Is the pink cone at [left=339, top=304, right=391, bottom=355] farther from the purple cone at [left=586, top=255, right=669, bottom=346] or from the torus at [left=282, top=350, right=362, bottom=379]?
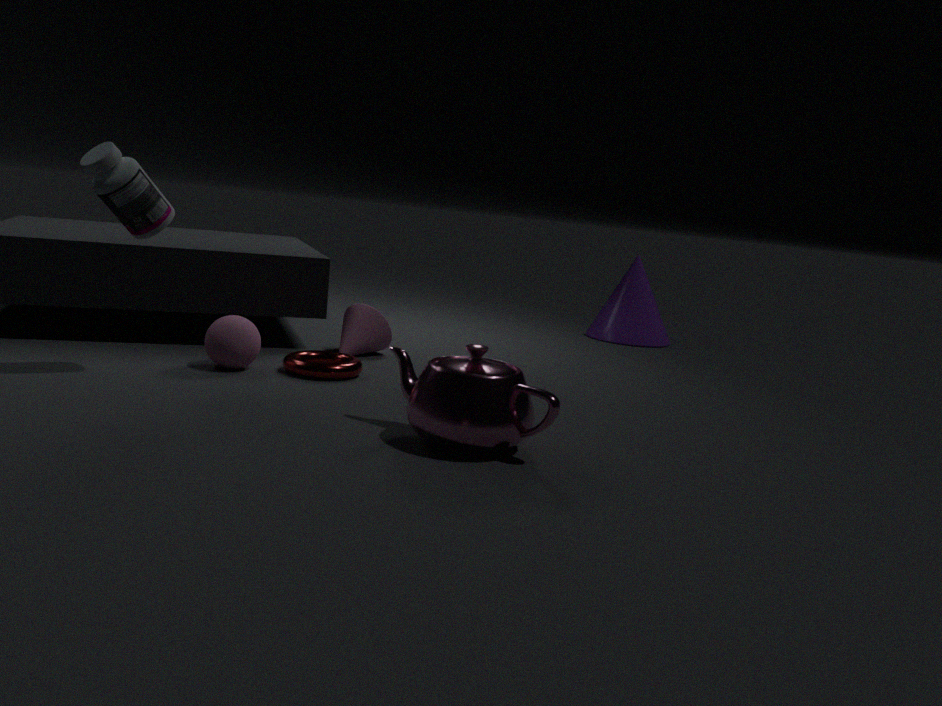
the purple cone at [left=586, top=255, right=669, bottom=346]
